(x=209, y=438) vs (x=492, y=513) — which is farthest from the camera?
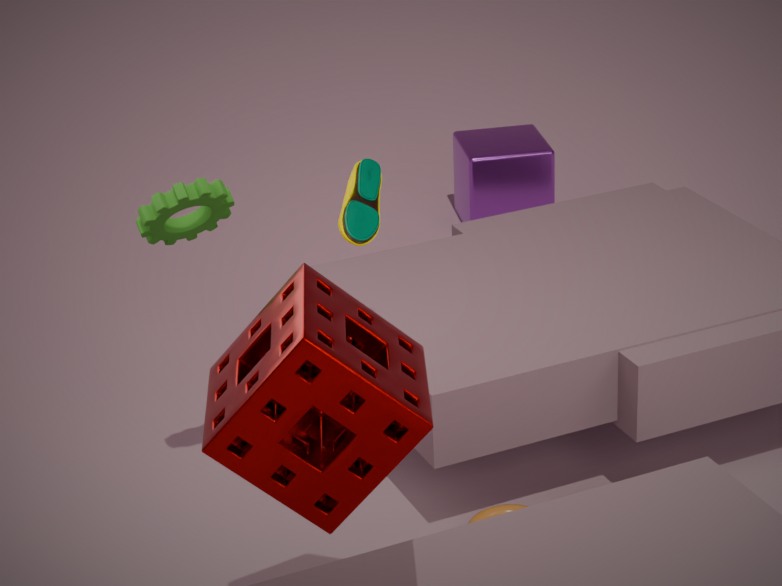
(x=492, y=513)
